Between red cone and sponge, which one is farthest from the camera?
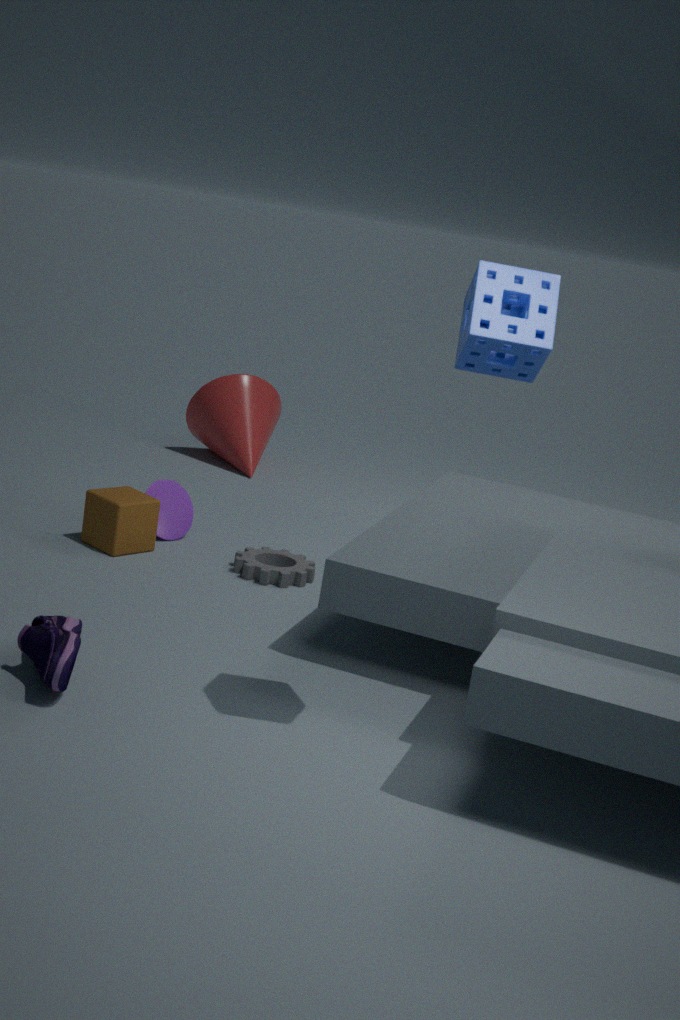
red cone
